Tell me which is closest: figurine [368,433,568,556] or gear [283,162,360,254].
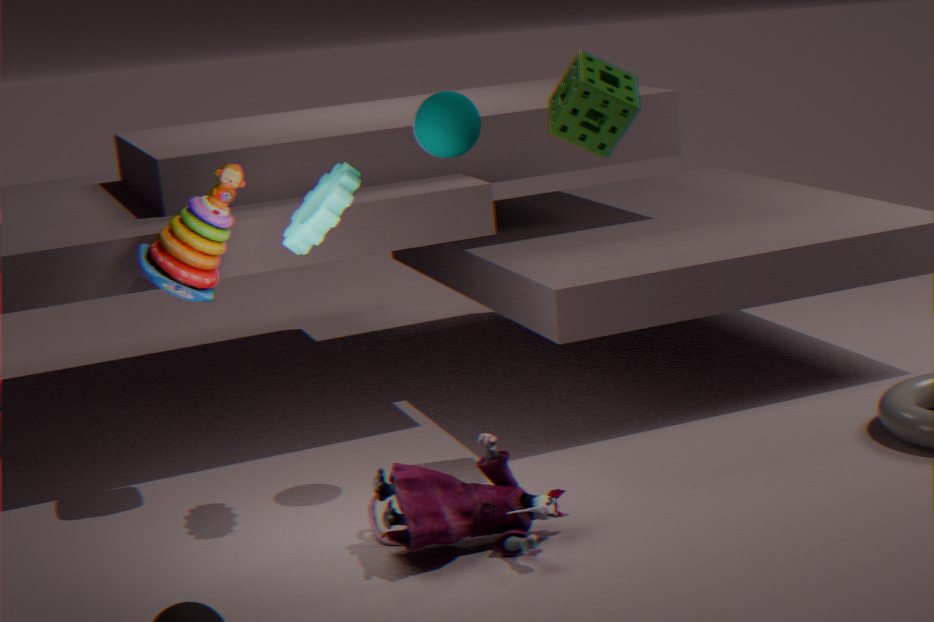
figurine [368,433,568,556]
